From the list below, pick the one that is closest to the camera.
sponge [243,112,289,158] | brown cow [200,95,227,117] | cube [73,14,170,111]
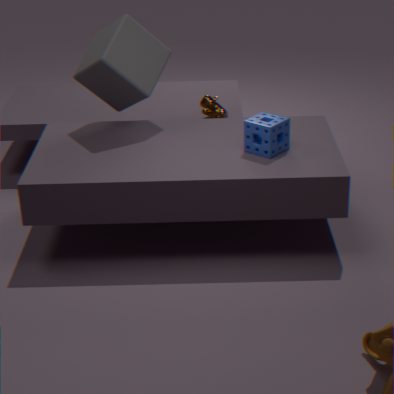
sponge [243,112,289,158]
